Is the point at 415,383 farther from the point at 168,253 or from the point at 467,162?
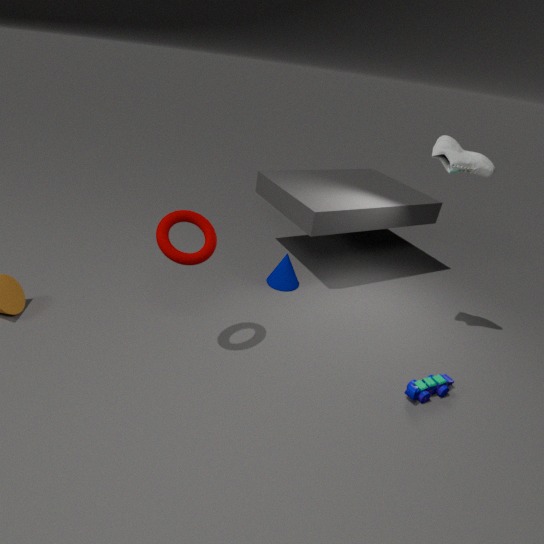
the point at 168,253
